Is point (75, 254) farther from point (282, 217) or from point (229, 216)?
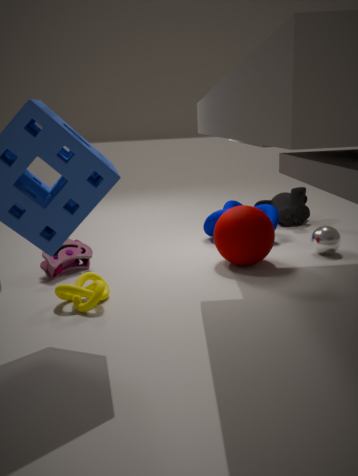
point (282, 217)
